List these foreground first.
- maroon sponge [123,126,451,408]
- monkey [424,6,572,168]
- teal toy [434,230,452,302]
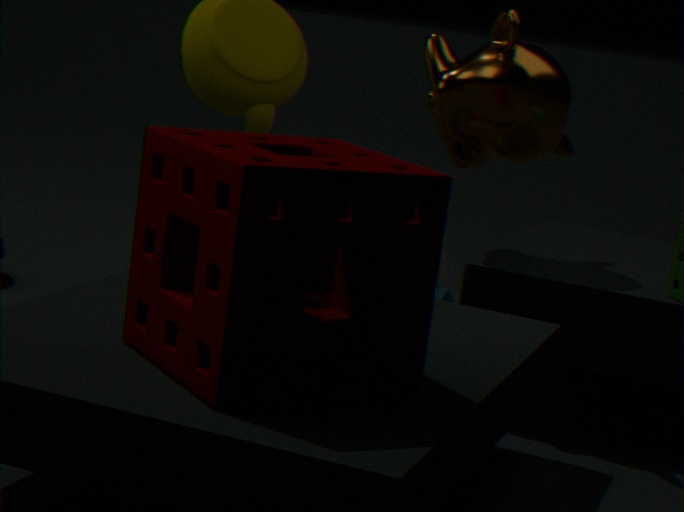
maroon sponge [123,126,451,408]
monkey [424,6,572,168]
teal toy [434,230,452,302]
